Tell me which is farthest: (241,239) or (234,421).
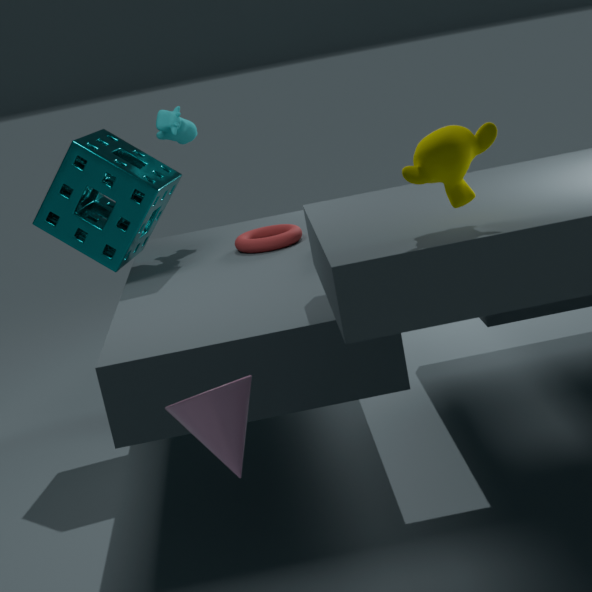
(241,239)
